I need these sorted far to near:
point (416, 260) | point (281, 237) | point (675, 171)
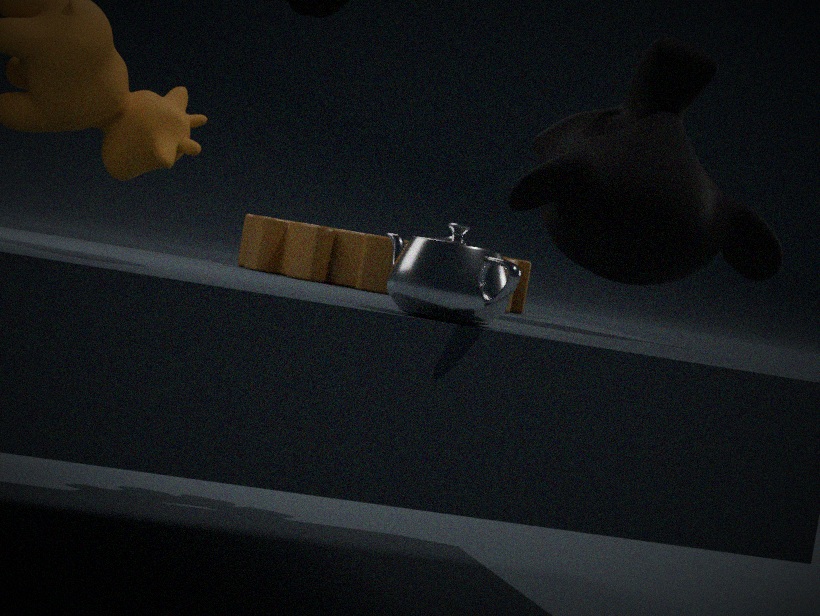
1. point (281, 237)
2. point (675, 171)
3. point (416, 260)
